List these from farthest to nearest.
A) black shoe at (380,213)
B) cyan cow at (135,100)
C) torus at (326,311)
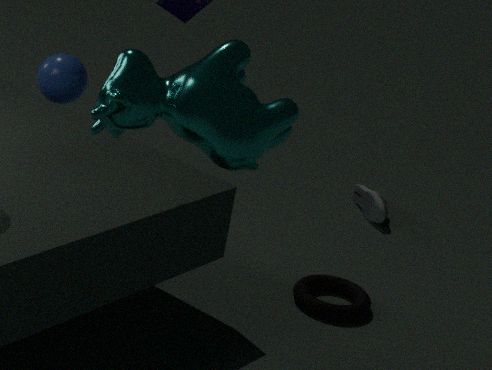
A. black shoe at (380,213) → C. torus at (326,311) → B. cyan cow at (135,100)
